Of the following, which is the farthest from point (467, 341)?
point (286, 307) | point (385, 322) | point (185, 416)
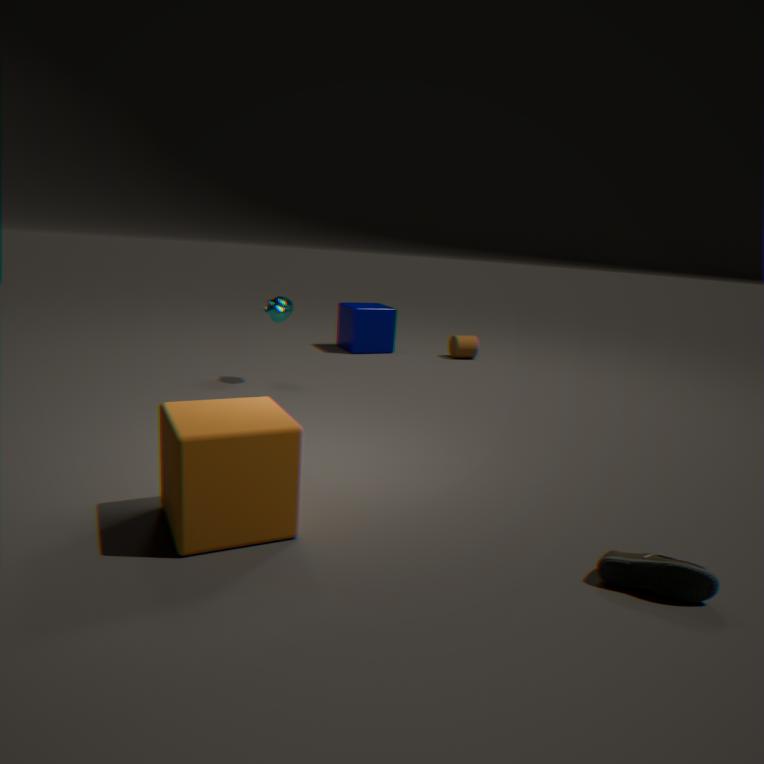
point (185, 416)
